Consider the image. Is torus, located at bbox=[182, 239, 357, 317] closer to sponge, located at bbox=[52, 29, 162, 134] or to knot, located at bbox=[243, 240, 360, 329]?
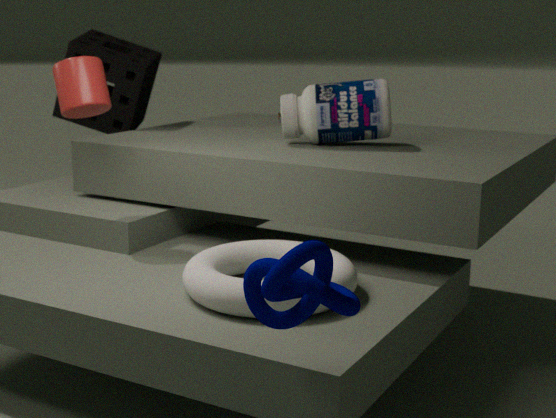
knot, located at bbox=[243, 240, 360, 329]
